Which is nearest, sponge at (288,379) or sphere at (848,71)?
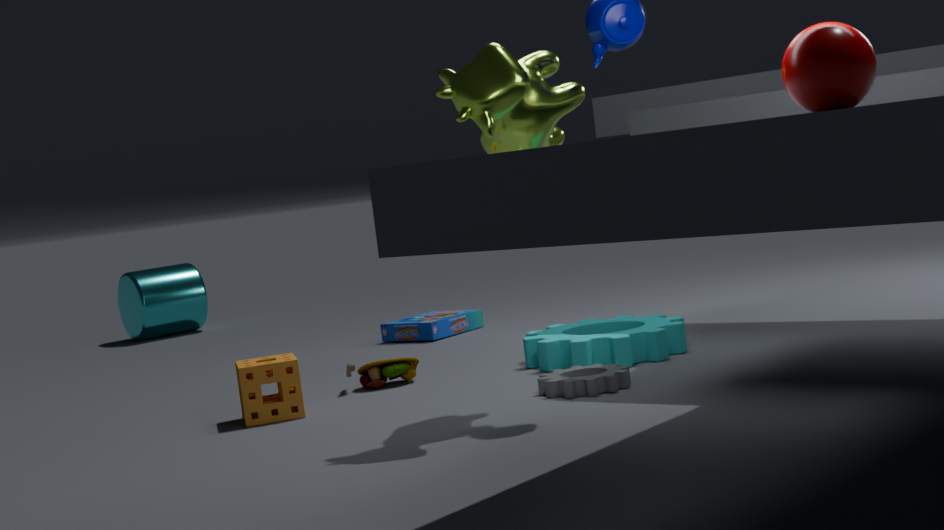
sphere at (848,71)
